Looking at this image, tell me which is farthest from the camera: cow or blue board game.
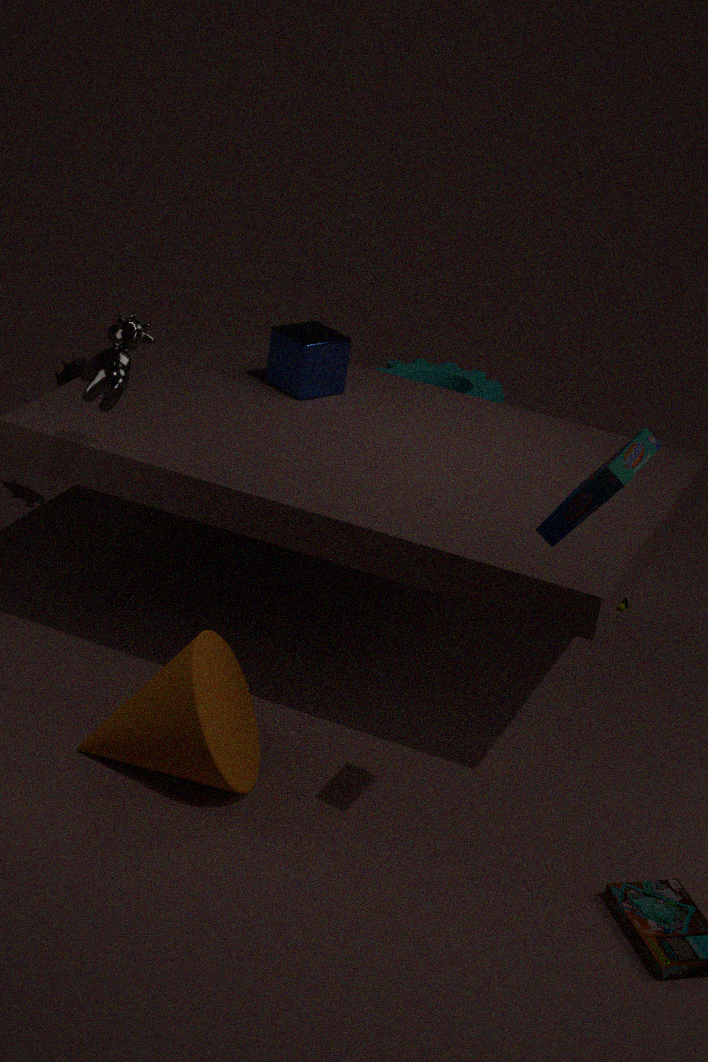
cow
